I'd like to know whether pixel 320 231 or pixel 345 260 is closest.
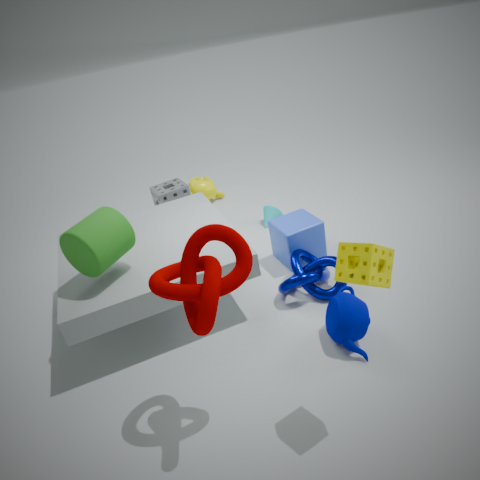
pixel 345 260
